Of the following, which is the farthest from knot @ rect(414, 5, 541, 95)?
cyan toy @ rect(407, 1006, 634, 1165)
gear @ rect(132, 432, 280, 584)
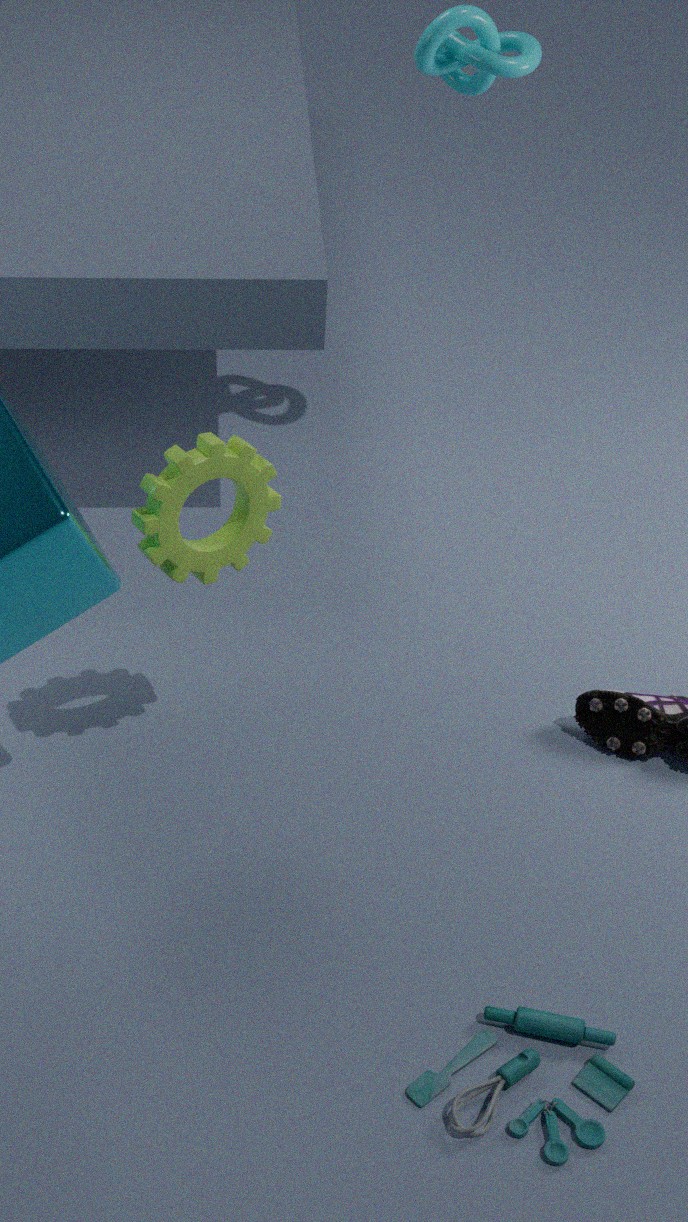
cyan toy @ rect(407, 1006, 634, 1165)
